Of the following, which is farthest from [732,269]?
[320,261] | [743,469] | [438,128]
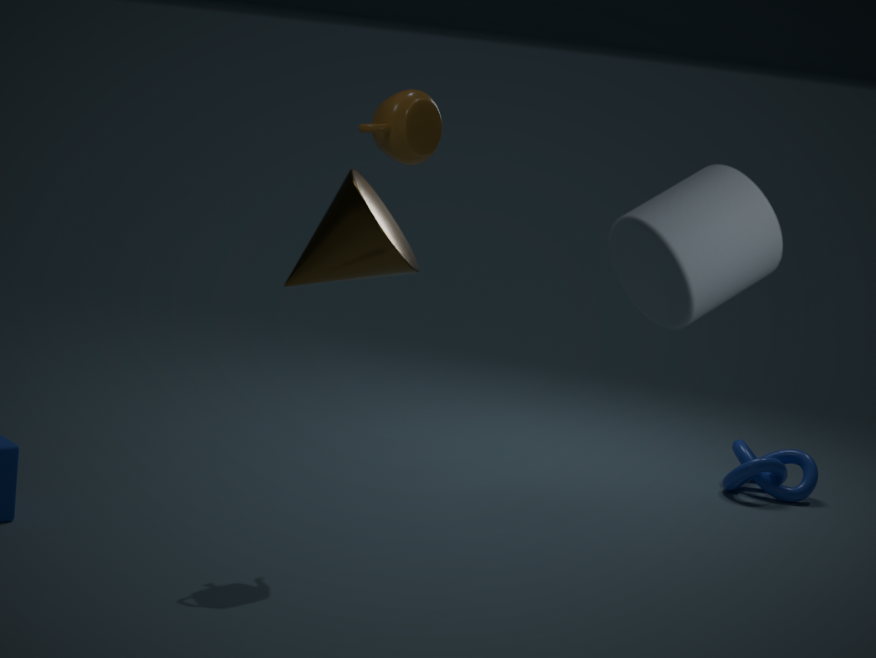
[743,469]
